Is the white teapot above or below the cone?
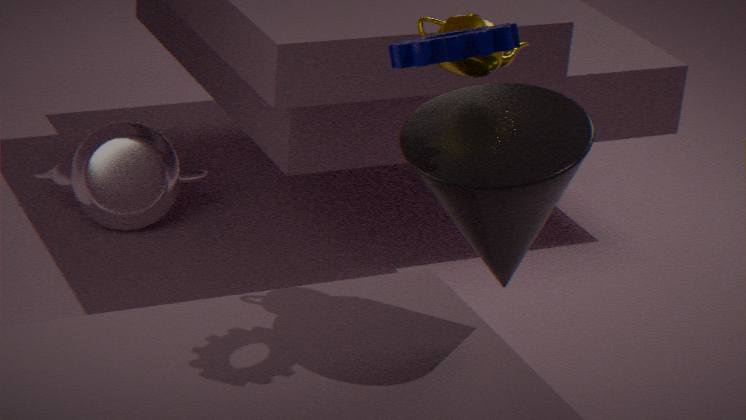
below
